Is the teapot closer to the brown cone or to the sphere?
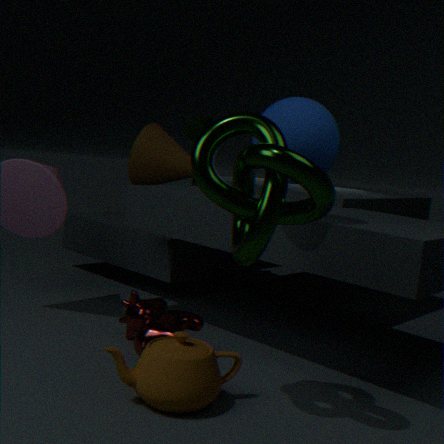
the sphere
